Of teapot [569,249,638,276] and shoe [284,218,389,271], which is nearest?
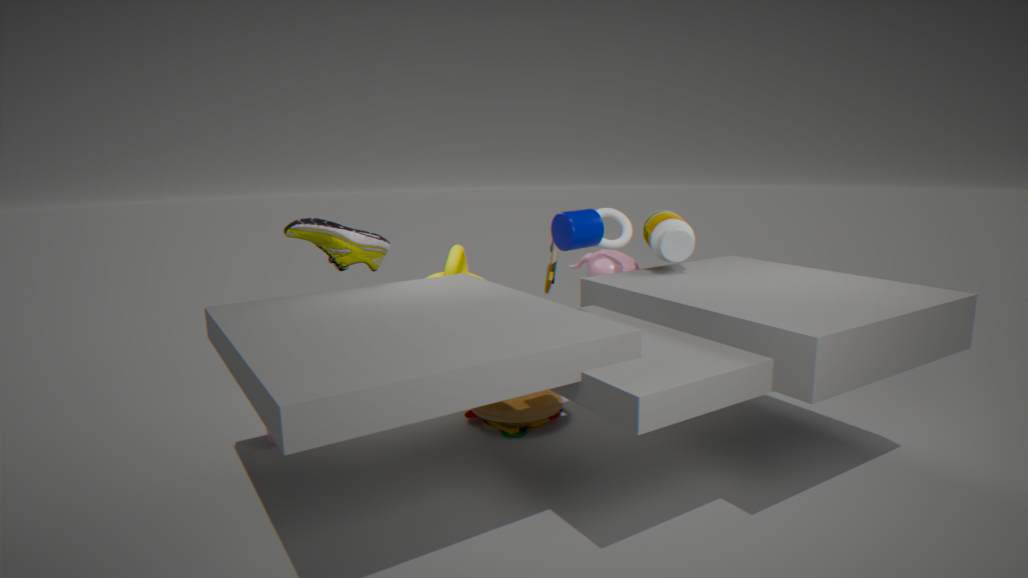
shoe [284,218,389,271]
